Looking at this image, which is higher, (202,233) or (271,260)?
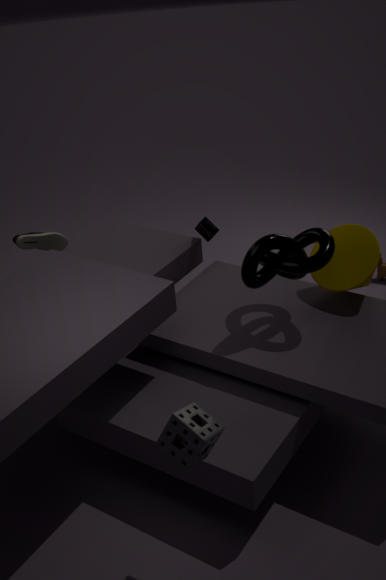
(271,260)
